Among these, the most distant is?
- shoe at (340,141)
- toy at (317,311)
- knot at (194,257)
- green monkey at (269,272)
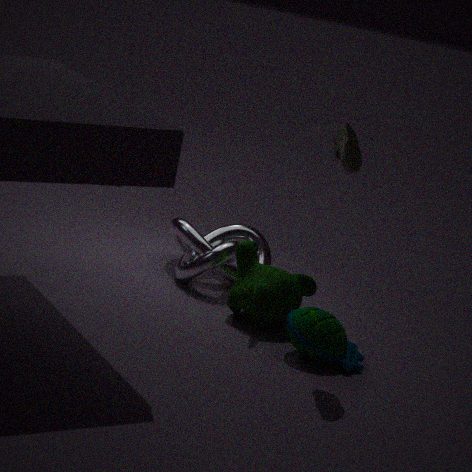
knot at (194,257)
